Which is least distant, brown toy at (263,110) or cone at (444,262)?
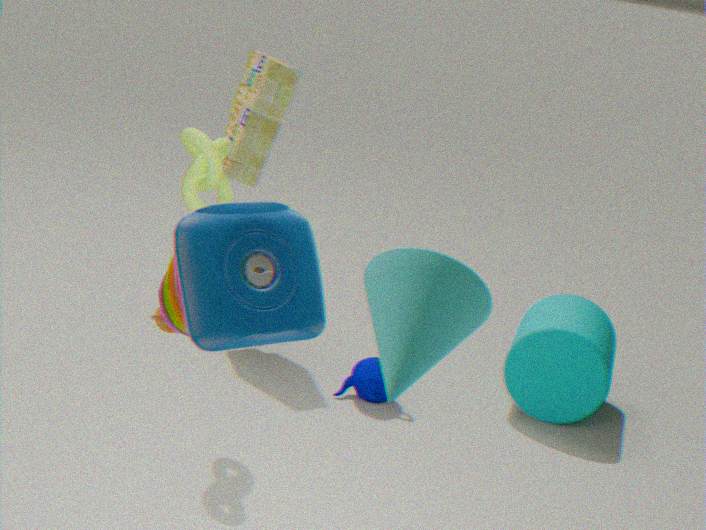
cone at (444,262)
